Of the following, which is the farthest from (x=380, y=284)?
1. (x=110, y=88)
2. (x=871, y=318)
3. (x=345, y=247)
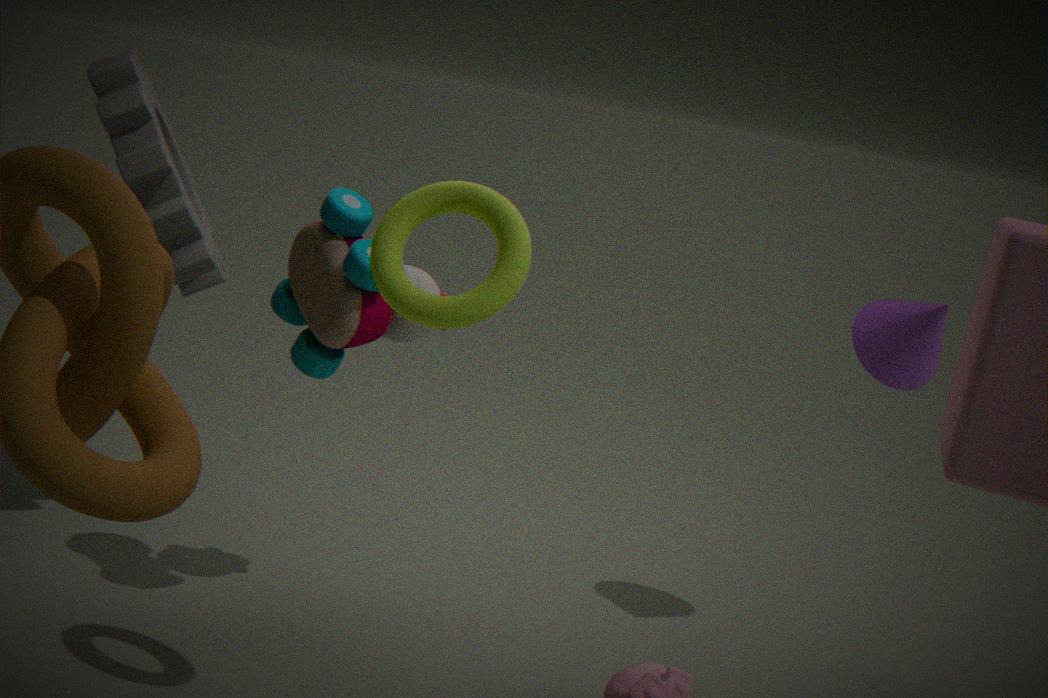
(x=871, y=318)
